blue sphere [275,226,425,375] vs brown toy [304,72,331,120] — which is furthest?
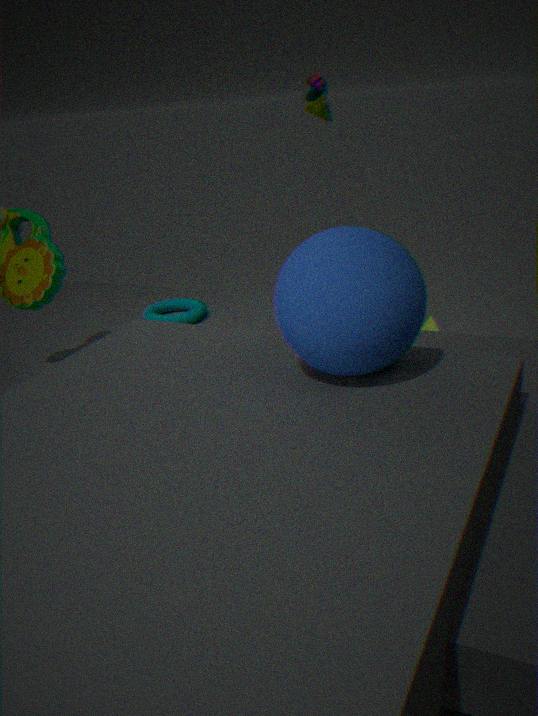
brown toy [304,72,331,120]
